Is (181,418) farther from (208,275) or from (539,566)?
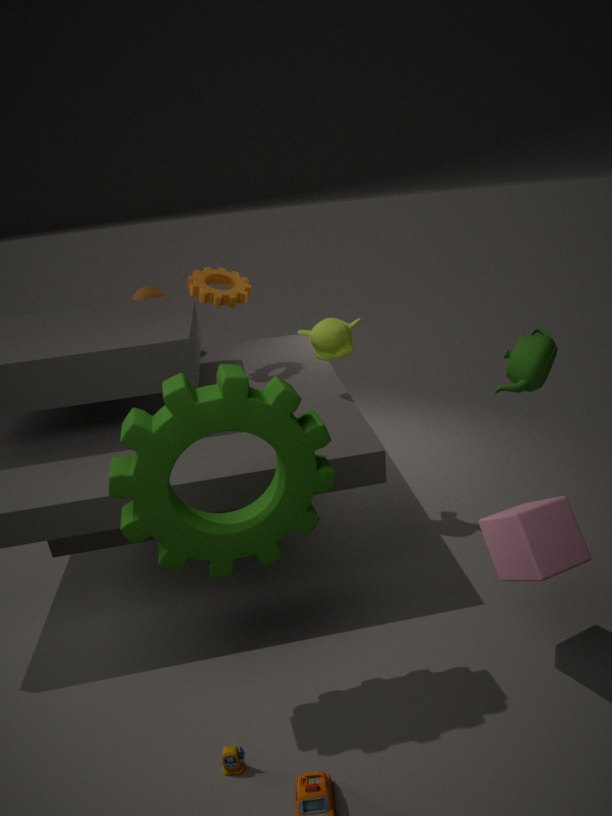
(208,275)
